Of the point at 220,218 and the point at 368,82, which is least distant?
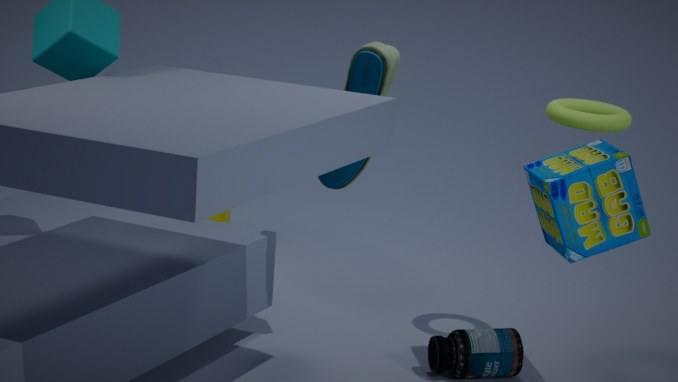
the point at 368,82
